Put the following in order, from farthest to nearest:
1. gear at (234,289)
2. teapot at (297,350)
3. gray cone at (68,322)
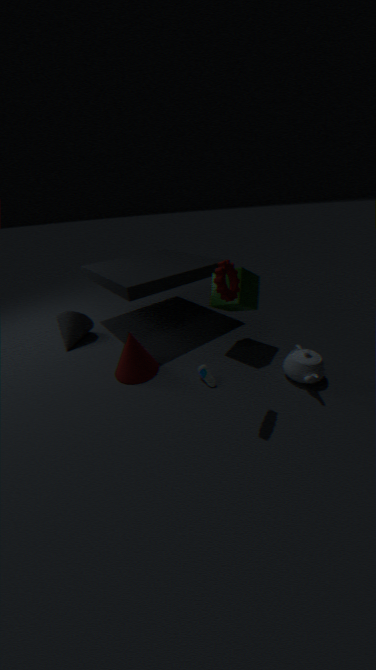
gray cone at (68,322) → teapot at (297,350) → gear at (234,289)
